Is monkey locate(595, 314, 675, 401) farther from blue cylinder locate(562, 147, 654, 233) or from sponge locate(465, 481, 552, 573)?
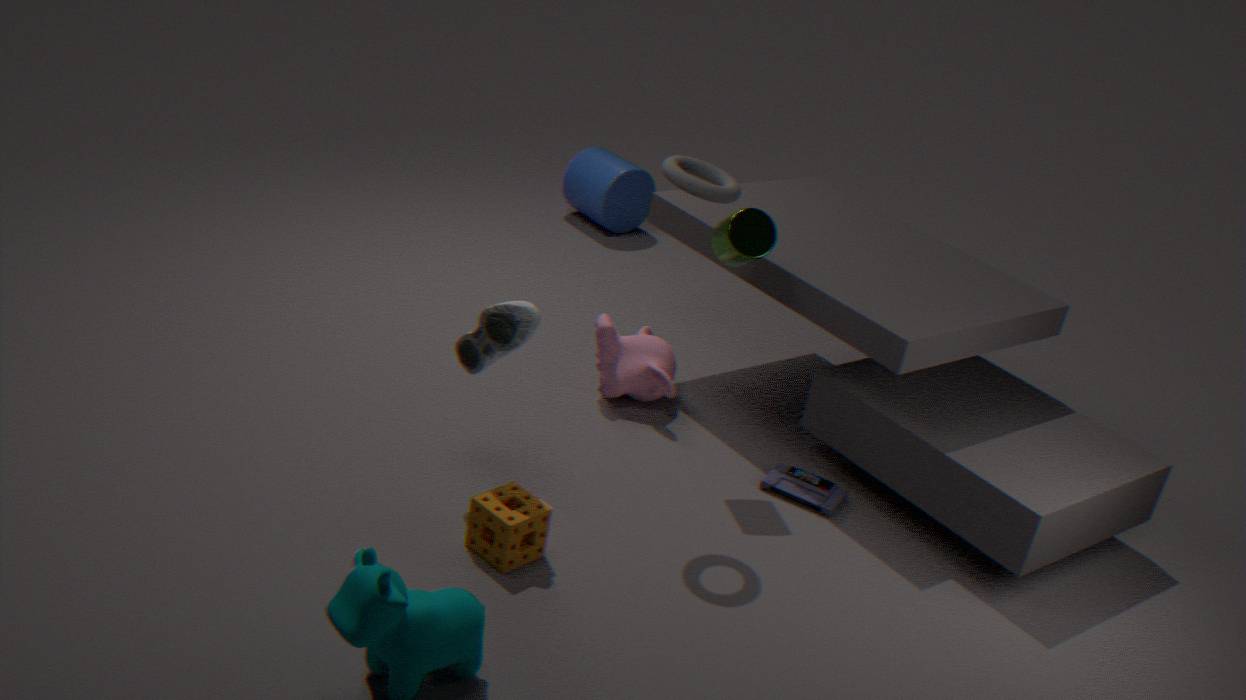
blue cylinder locate(562, 147, 654, 233)
